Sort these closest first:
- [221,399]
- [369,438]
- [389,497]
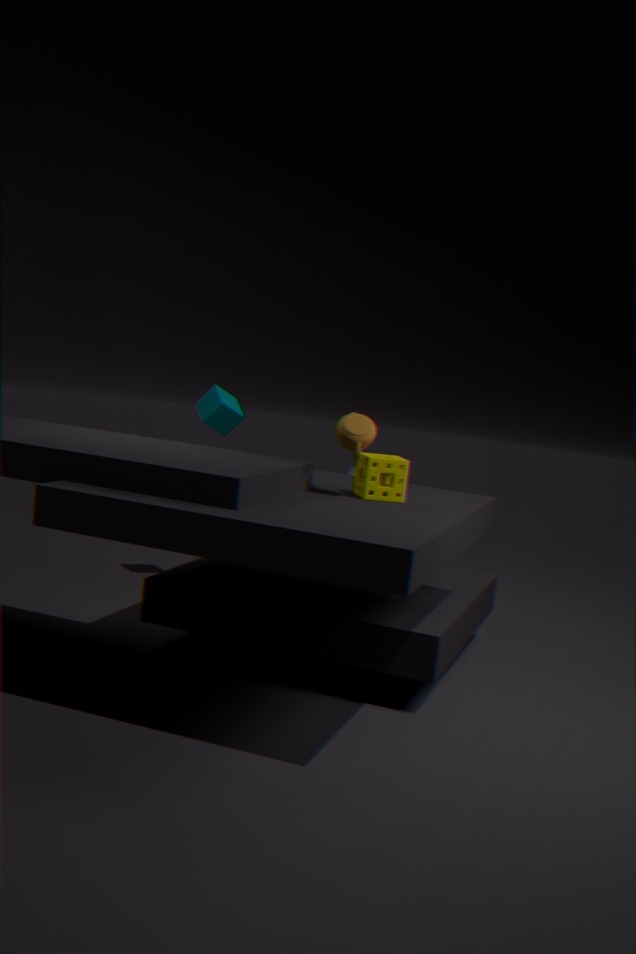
[369,438] → [389,497] → [221,399]
